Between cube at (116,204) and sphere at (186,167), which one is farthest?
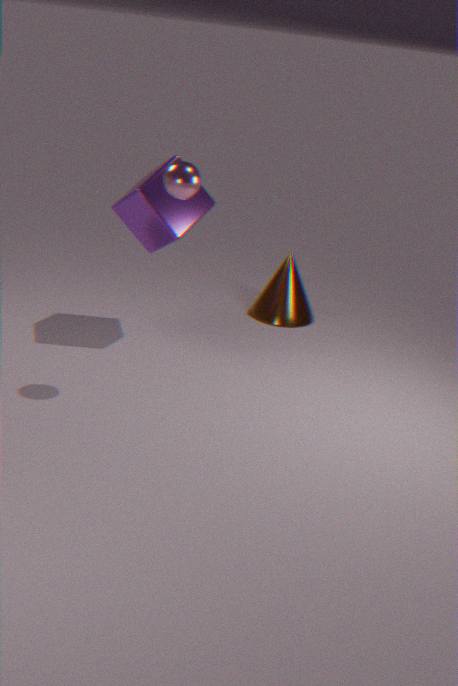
cube at (116,204)
